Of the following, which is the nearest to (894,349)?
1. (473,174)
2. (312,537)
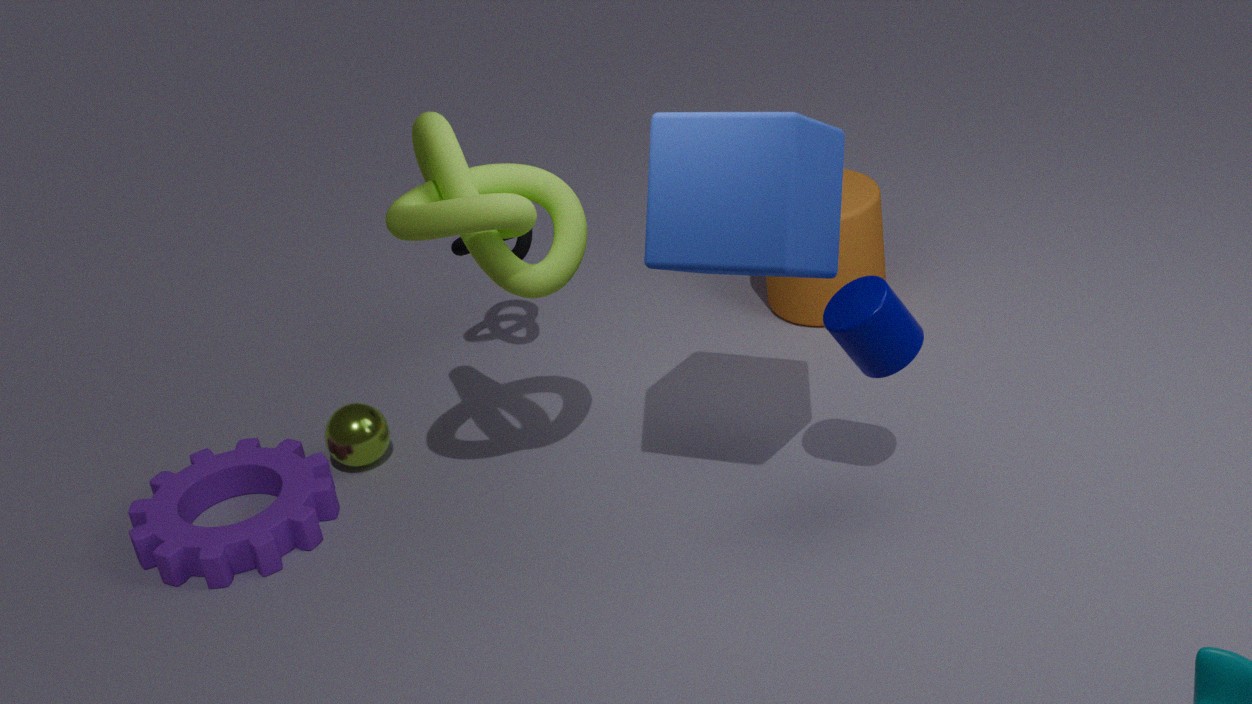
(473,174)
